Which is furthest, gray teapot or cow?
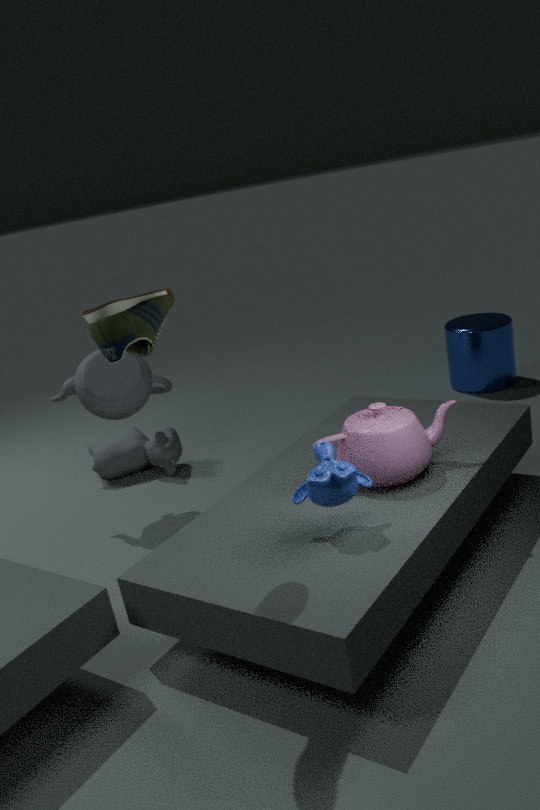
cow
